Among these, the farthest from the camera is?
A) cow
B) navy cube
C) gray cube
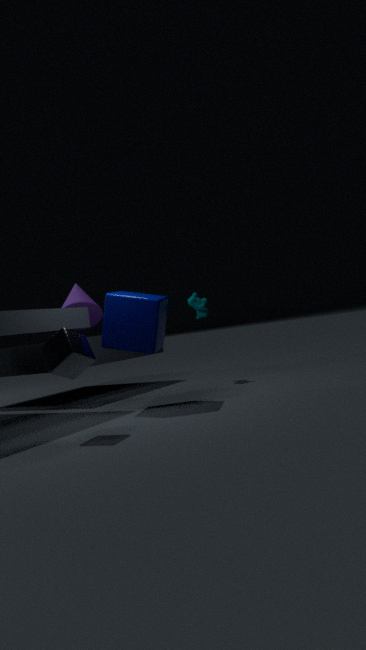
cow
